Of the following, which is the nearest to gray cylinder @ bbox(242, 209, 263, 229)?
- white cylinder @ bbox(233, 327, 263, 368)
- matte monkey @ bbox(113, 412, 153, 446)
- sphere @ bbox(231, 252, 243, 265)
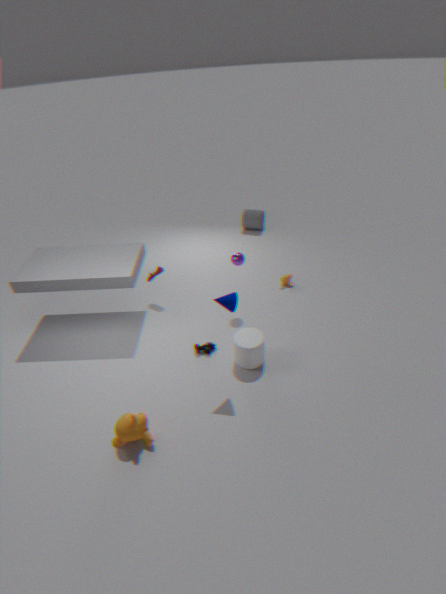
sphere @ bbox(231, 252, 243, 265)
